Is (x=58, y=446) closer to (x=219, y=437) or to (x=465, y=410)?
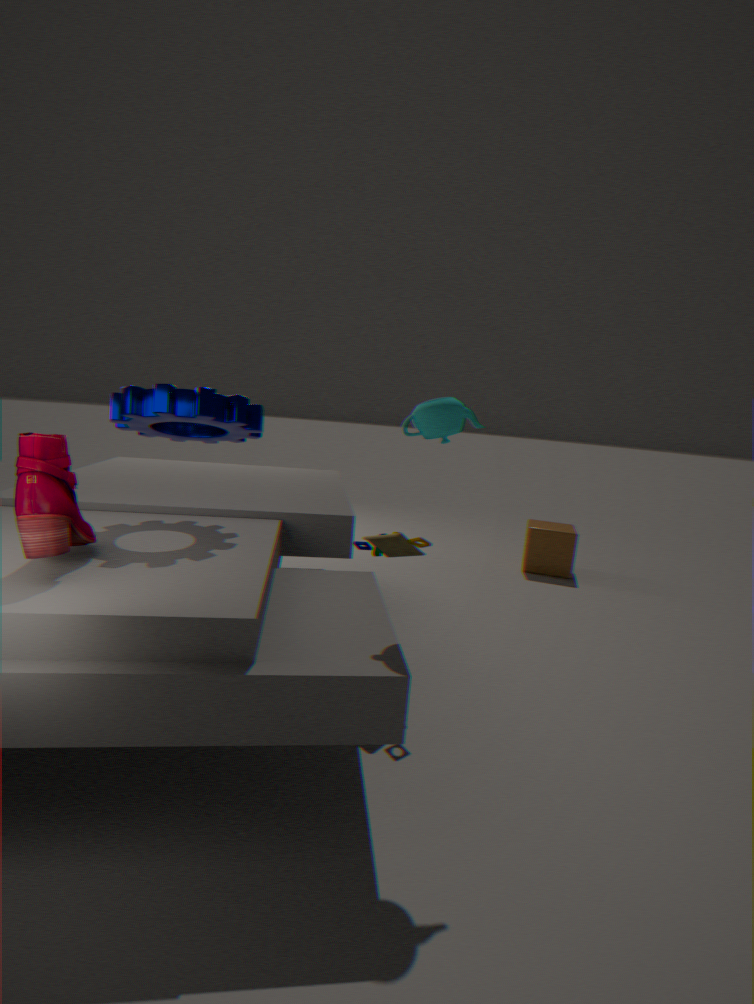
(x=219, y=437)
